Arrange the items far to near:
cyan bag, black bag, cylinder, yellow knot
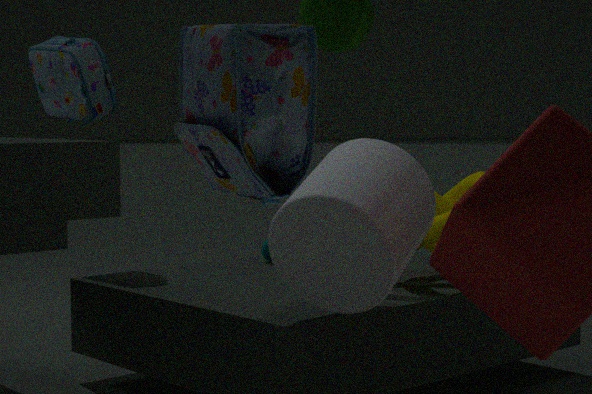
cyan bag → yellow knot → cylinder → black bag
